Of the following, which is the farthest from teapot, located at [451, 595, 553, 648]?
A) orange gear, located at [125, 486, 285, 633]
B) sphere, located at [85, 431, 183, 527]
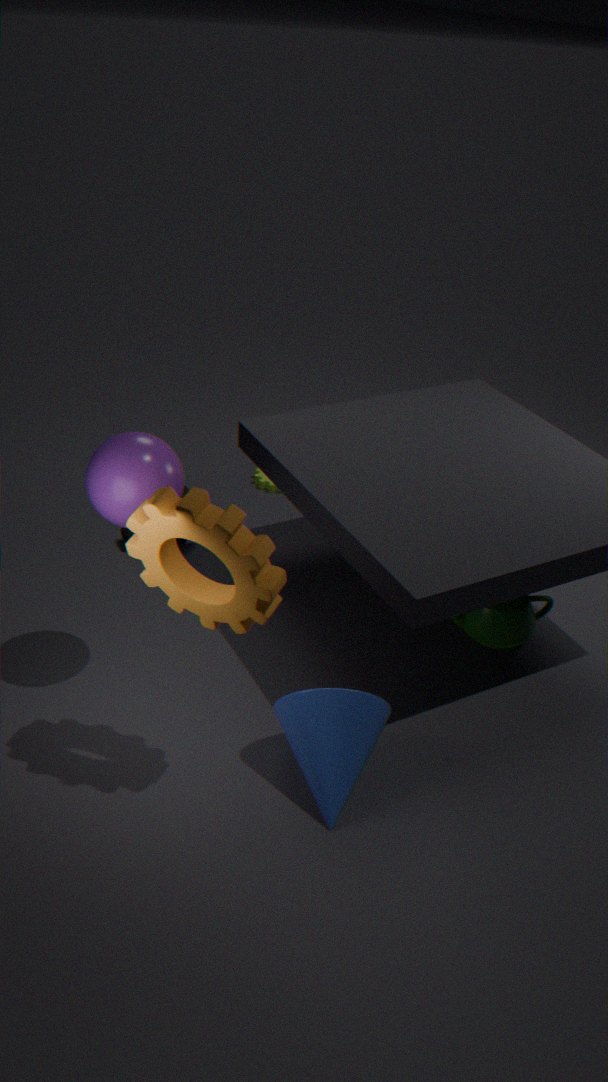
sphere, located at [85, 431, 183, 527]
